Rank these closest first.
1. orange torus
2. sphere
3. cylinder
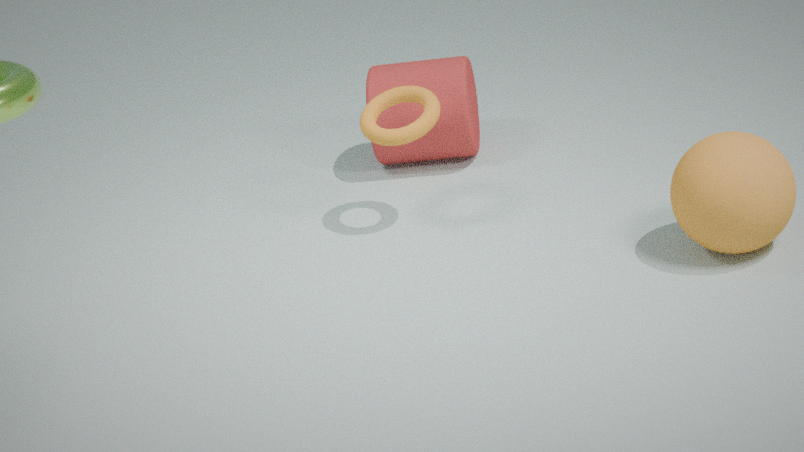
sphere
orange torus
cylinder
